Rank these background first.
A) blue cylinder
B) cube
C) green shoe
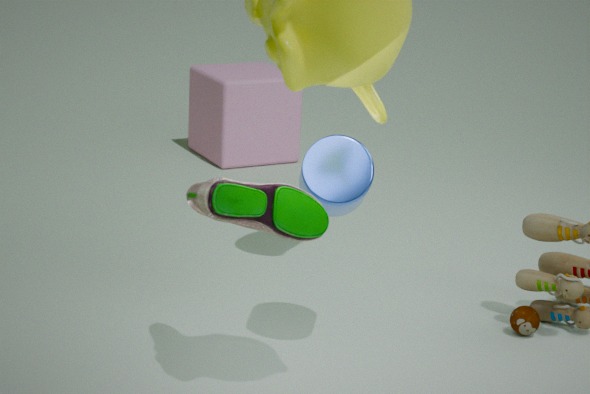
cube, blue cylinder, green shoe
